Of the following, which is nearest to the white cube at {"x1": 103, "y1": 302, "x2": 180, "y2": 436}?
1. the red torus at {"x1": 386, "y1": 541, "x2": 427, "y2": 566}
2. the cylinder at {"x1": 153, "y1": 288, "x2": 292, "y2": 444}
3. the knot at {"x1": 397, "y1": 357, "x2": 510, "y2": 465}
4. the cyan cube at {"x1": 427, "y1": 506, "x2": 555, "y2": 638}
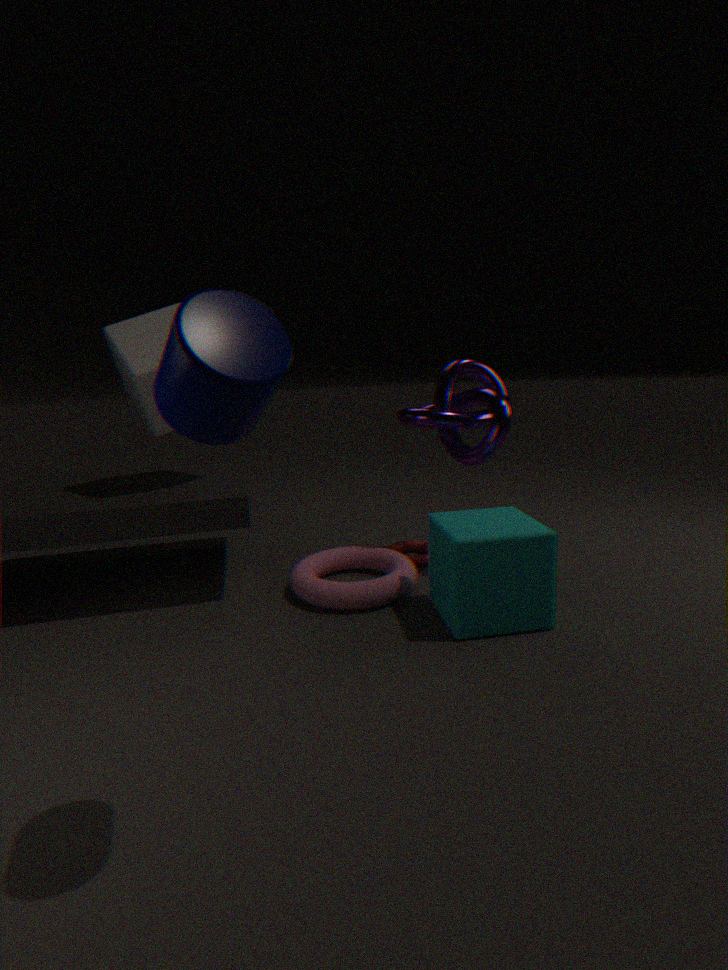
the knot at {"x1": 397, "y1": 357, "x2": 510, "y2": 465}
